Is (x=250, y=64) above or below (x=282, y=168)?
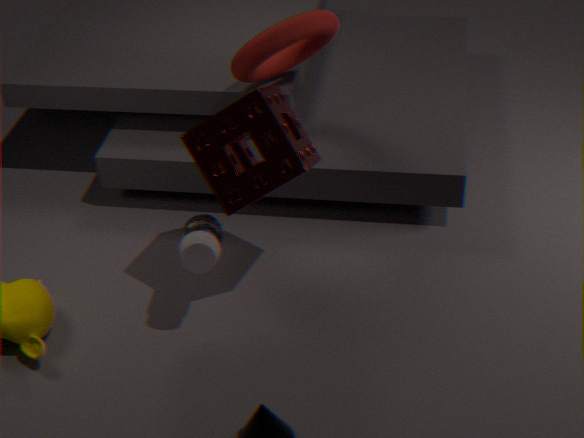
above
